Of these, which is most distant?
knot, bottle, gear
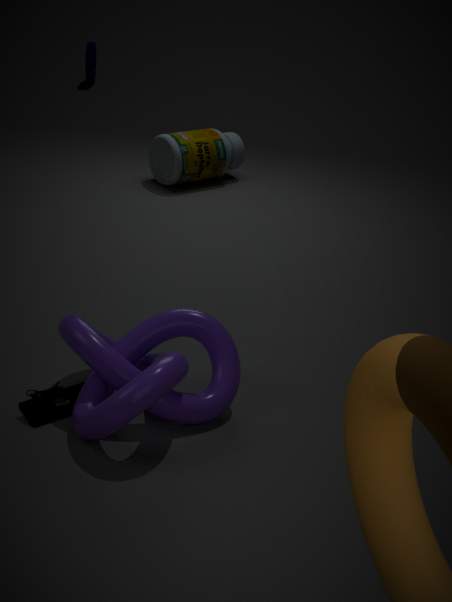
gear
